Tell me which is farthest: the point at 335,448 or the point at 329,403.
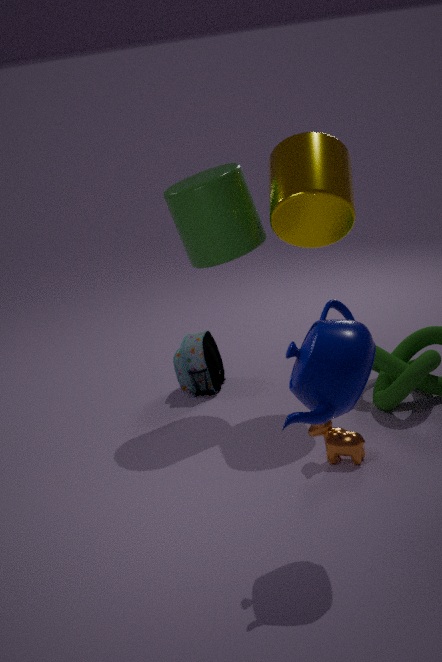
the point at 335,448
